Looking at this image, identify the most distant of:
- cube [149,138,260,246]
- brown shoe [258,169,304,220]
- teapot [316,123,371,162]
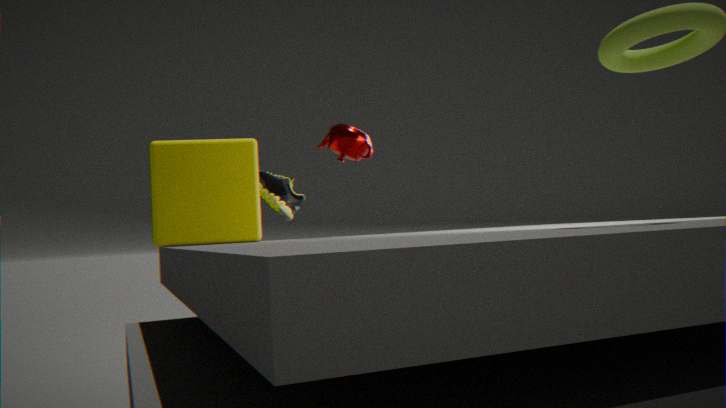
brown shoe [258,169,304,220]
